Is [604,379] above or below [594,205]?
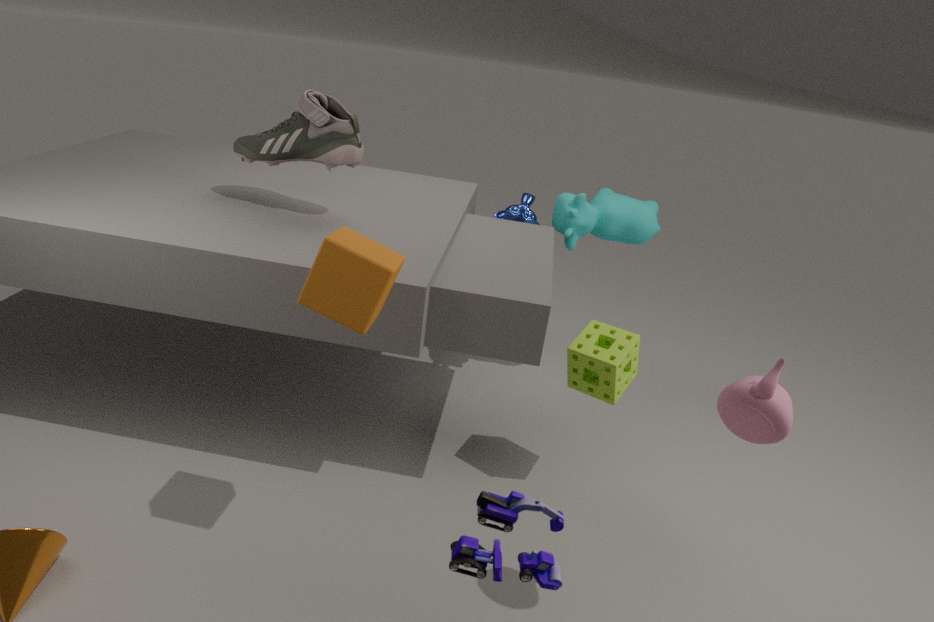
below
